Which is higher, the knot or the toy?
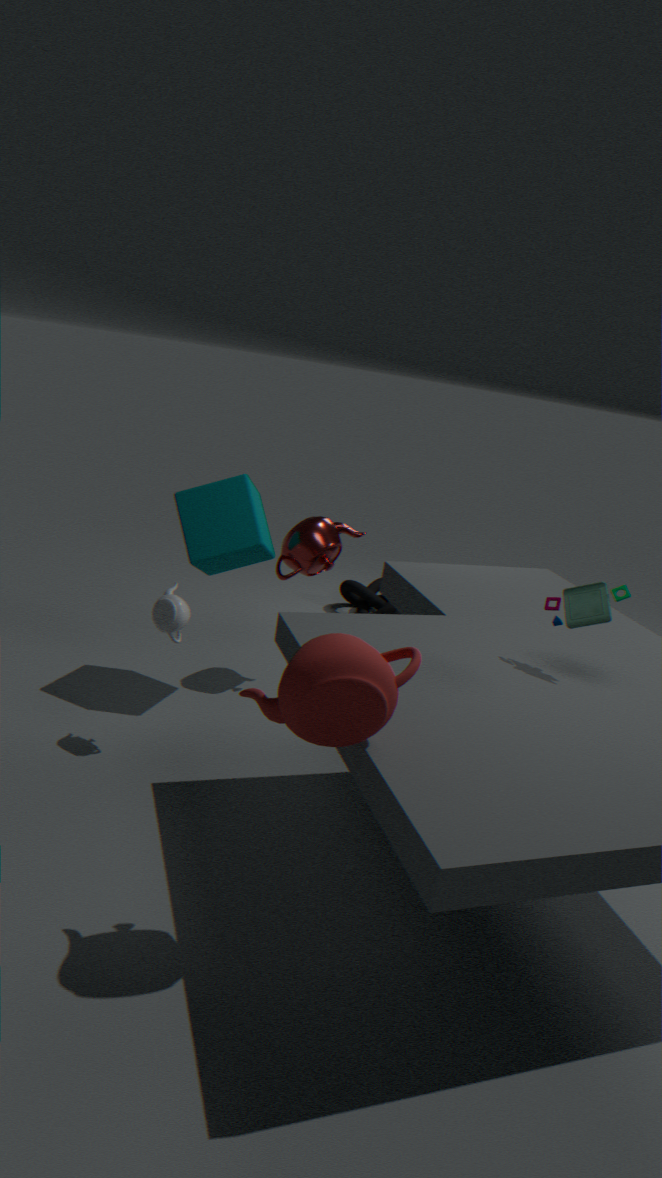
the toy
